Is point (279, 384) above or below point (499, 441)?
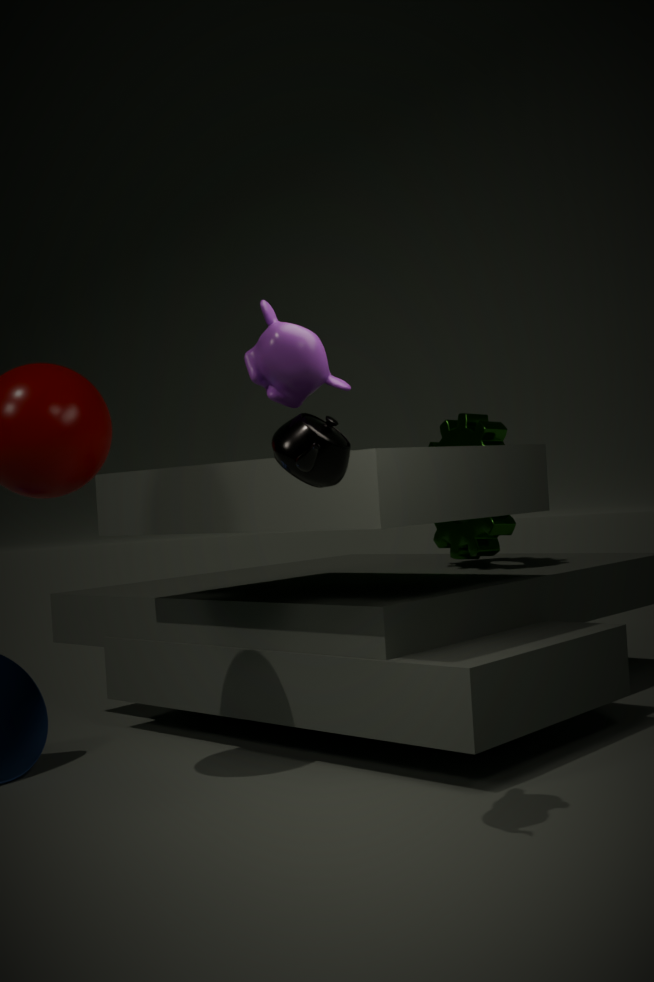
above
